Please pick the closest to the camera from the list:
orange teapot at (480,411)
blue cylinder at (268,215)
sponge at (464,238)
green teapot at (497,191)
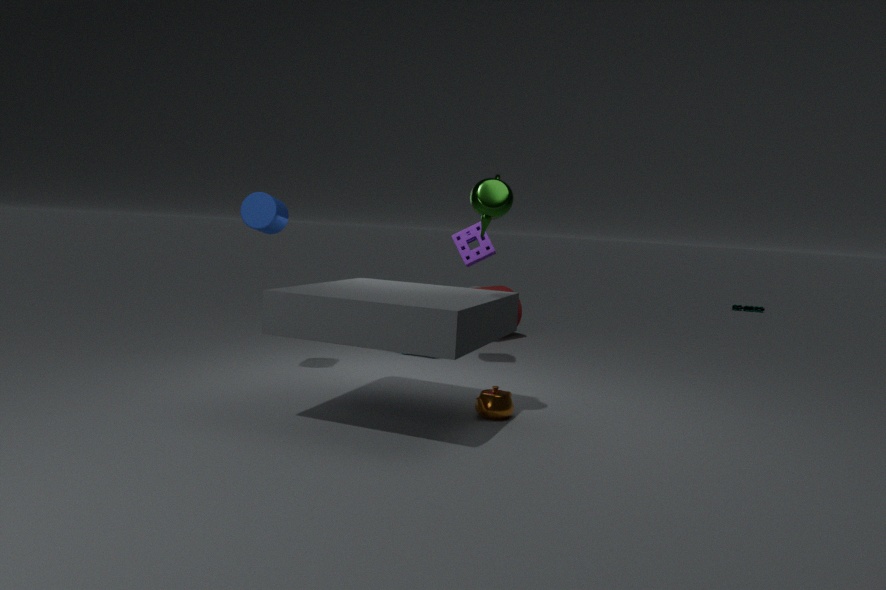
green teapot at (497,191)
